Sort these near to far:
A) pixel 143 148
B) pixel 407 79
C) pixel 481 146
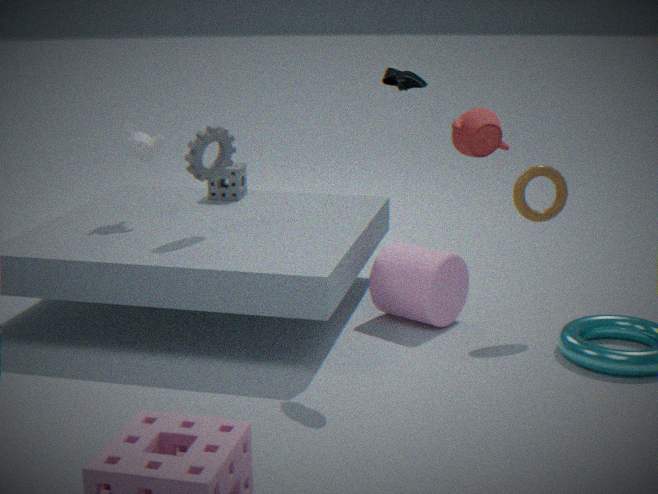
pixel 481 146, pixel 407 79, pixel 143 148
